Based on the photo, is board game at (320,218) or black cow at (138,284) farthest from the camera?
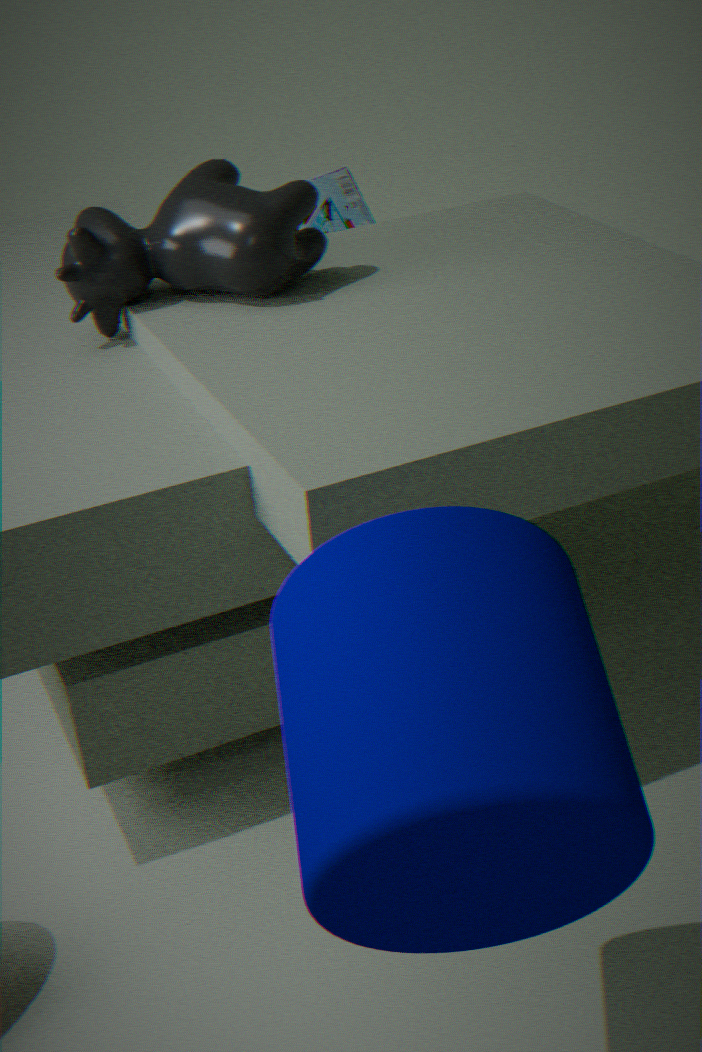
board game at (320,218)
